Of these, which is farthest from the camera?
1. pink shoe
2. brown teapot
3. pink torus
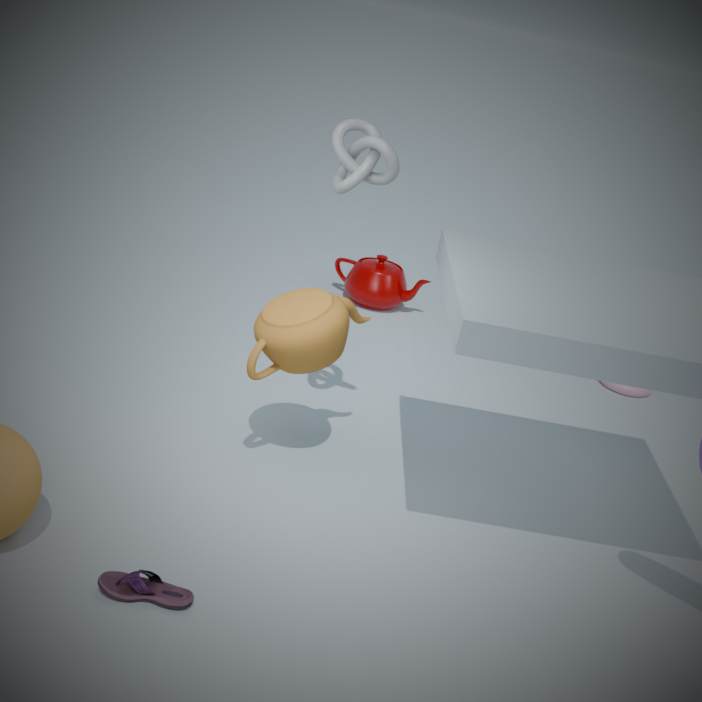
pink torus
